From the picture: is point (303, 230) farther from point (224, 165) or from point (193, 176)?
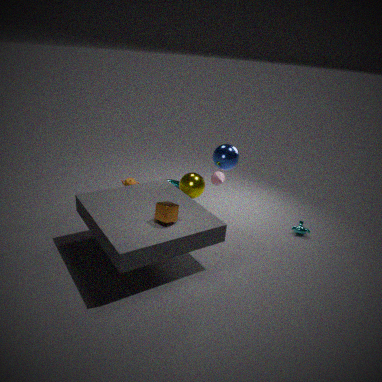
point (193, 176)
